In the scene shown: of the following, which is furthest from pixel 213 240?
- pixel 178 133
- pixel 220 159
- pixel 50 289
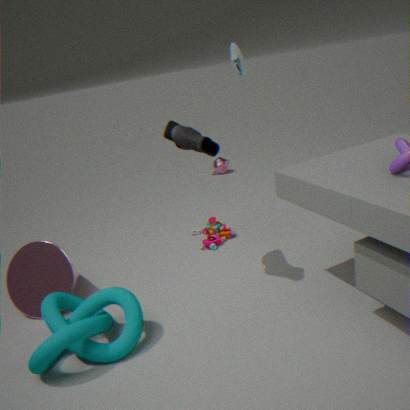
pixel 220 159
